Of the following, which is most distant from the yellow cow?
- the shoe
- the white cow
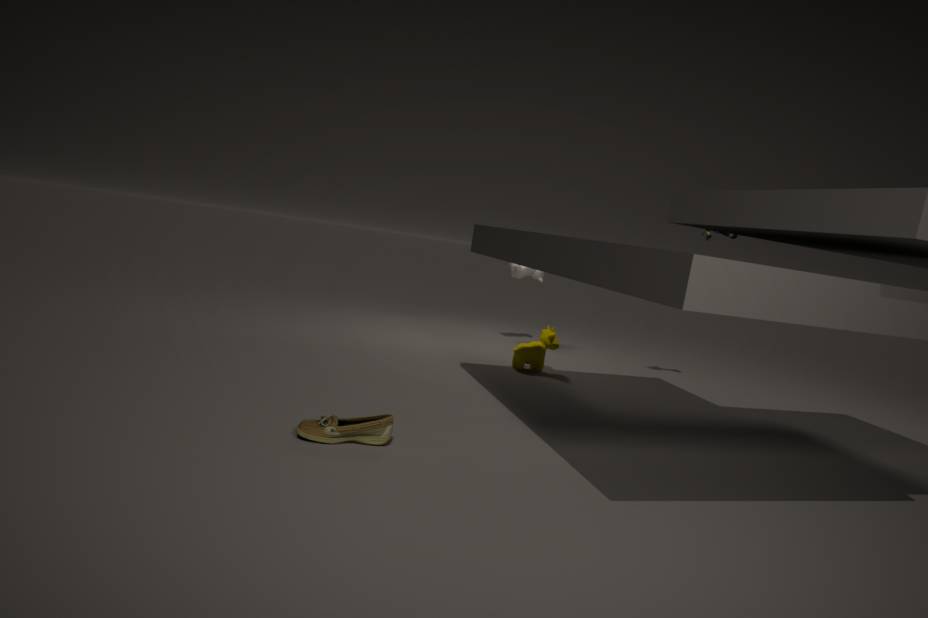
the shoe
